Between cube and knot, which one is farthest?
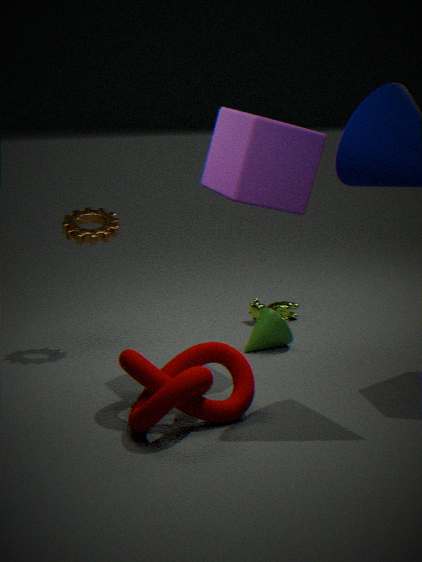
cube
